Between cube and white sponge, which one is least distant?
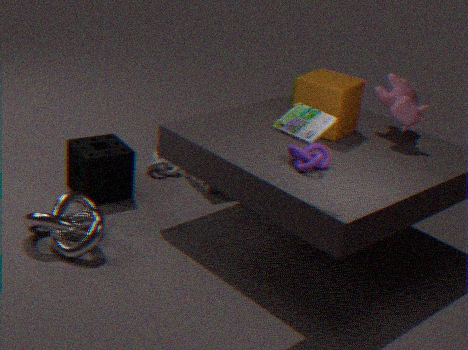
cube
